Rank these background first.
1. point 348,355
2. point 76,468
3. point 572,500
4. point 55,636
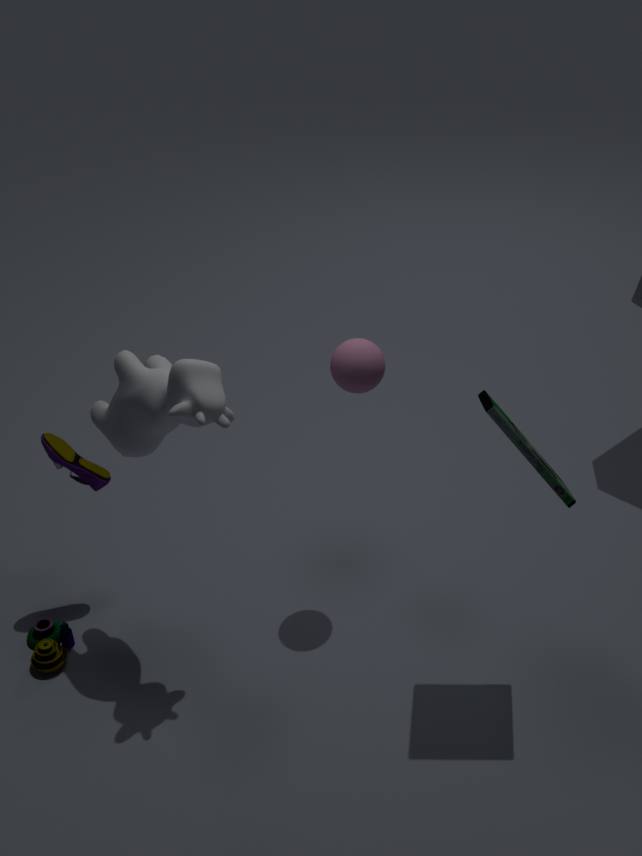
1. point 55,636
2. point 76,468
3. point 348,355
4. point 572,500
